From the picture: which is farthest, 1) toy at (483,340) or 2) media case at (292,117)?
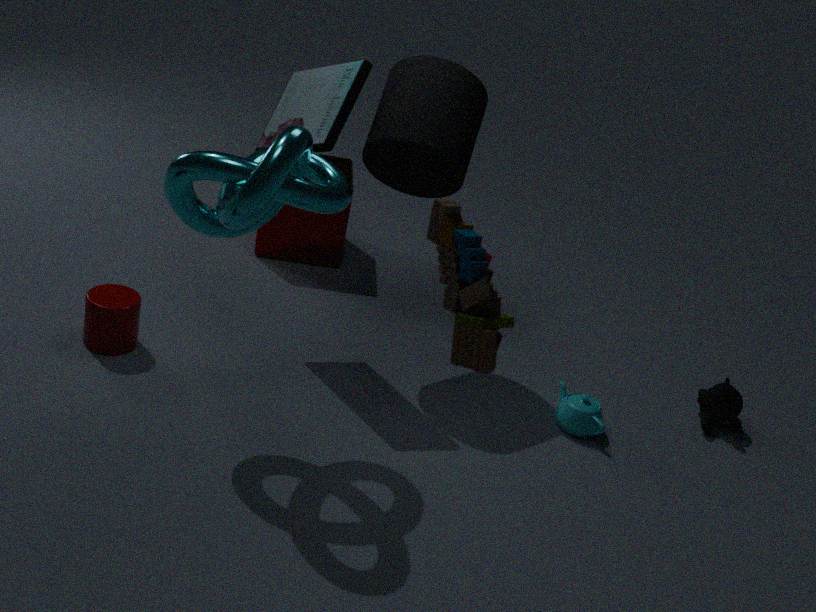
2. media case at (292,117)
